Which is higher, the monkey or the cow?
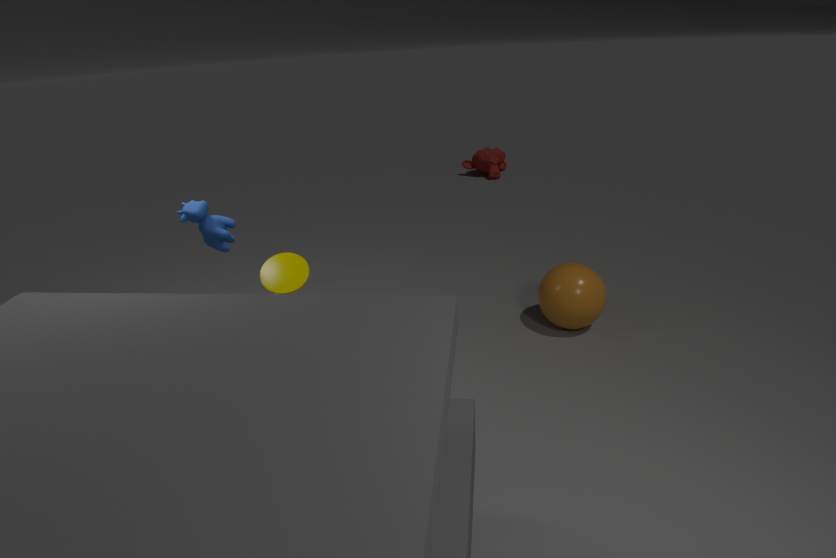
the cow
